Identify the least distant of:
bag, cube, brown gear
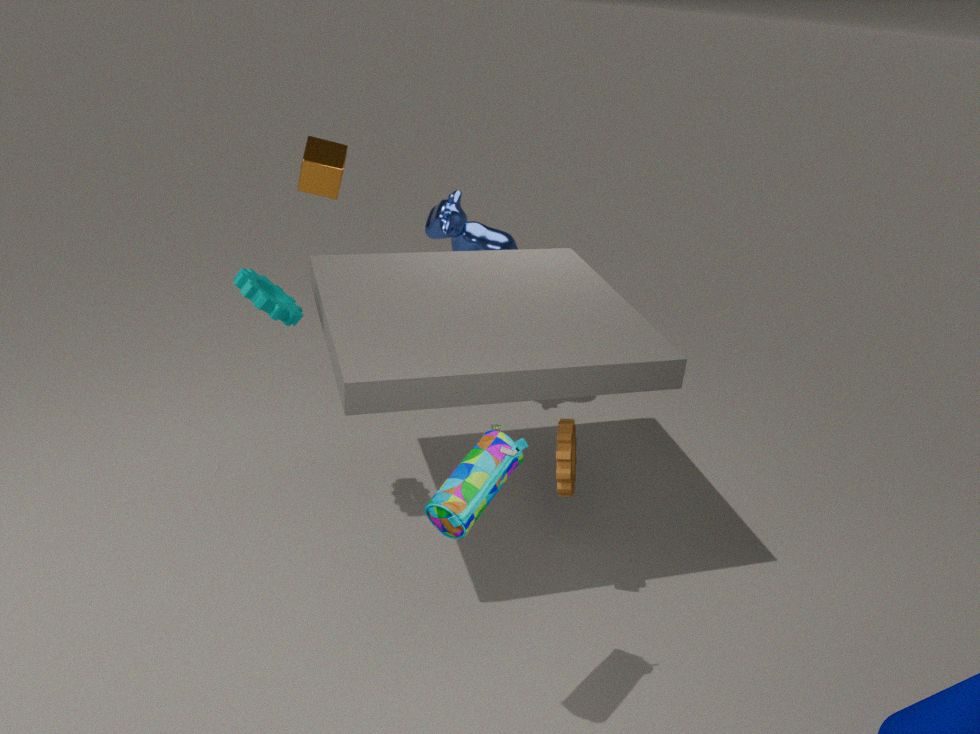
bag
